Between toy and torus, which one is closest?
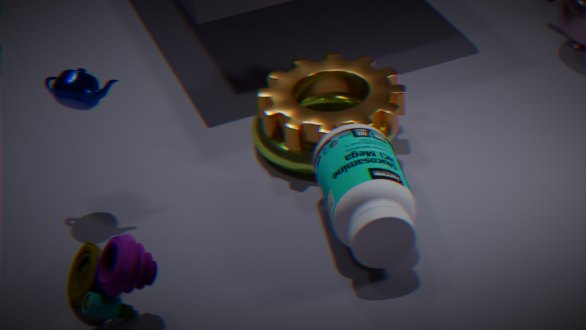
toy
